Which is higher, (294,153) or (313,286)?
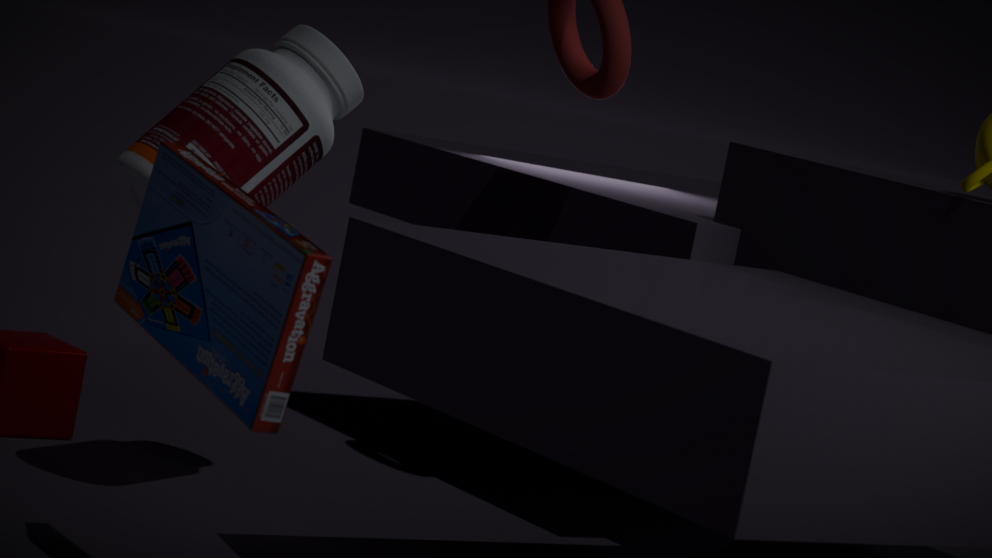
(294,153)
